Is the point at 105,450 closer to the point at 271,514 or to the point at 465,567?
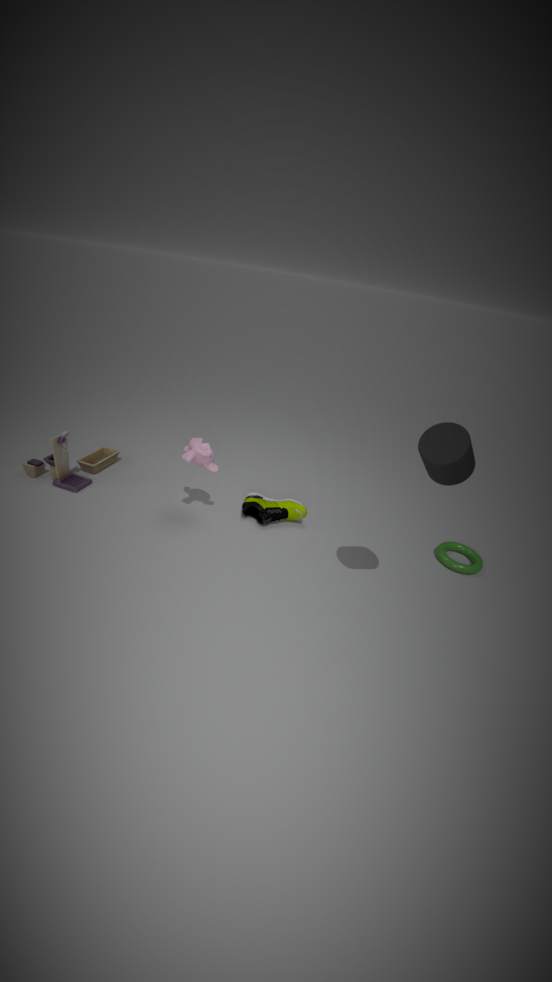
the point at 271,514
